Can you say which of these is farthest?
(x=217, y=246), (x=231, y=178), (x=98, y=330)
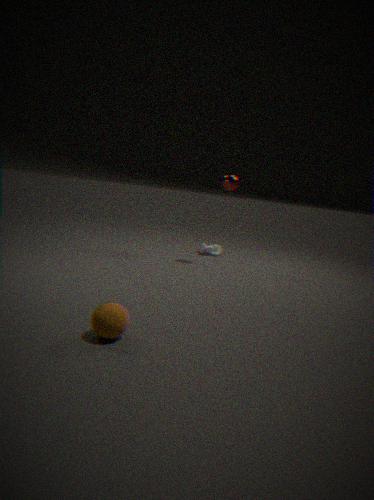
(x=217, y=246)
